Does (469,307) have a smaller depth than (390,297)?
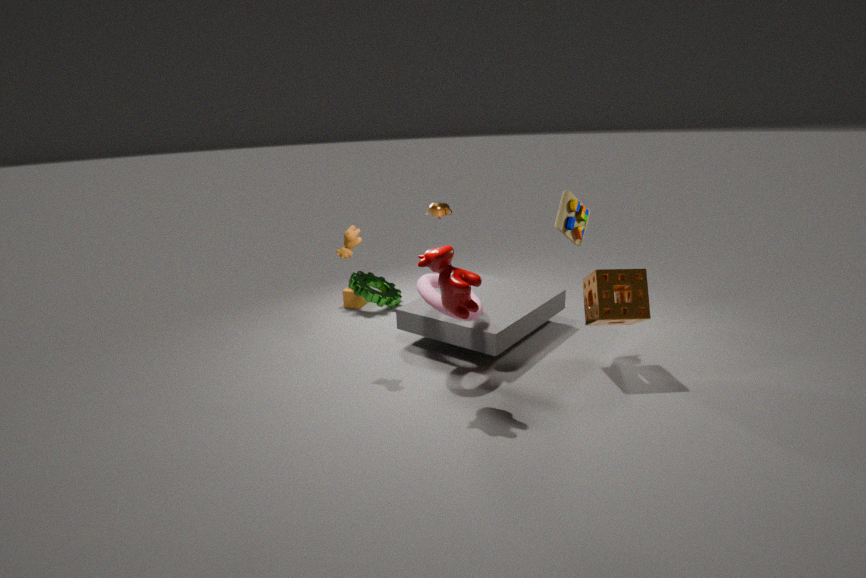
Yes
